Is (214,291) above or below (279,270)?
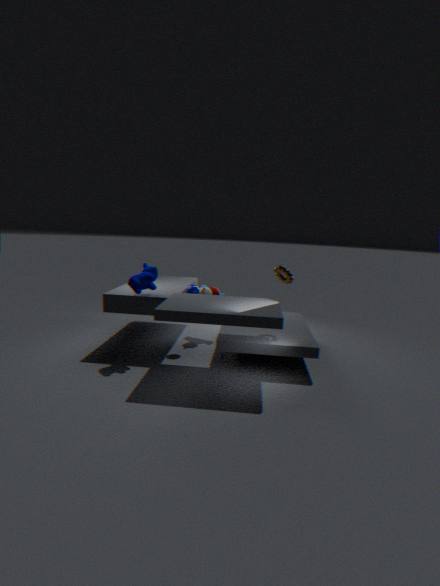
below
